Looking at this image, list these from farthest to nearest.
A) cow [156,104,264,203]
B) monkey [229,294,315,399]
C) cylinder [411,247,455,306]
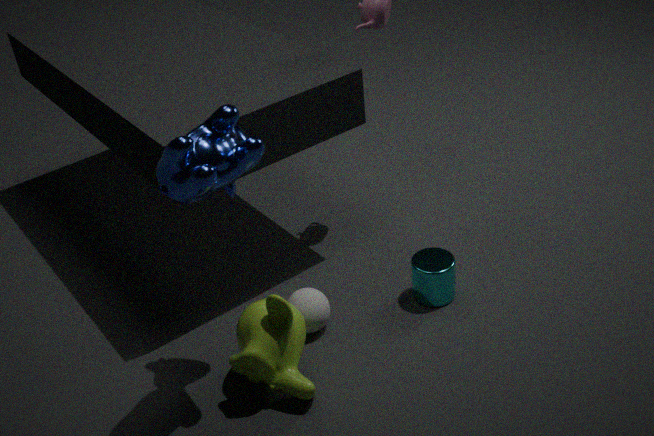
C. cylinder [411,247,455,306] < B. monkey [229,294,315,399] < A. cow [156,104,264,203]
